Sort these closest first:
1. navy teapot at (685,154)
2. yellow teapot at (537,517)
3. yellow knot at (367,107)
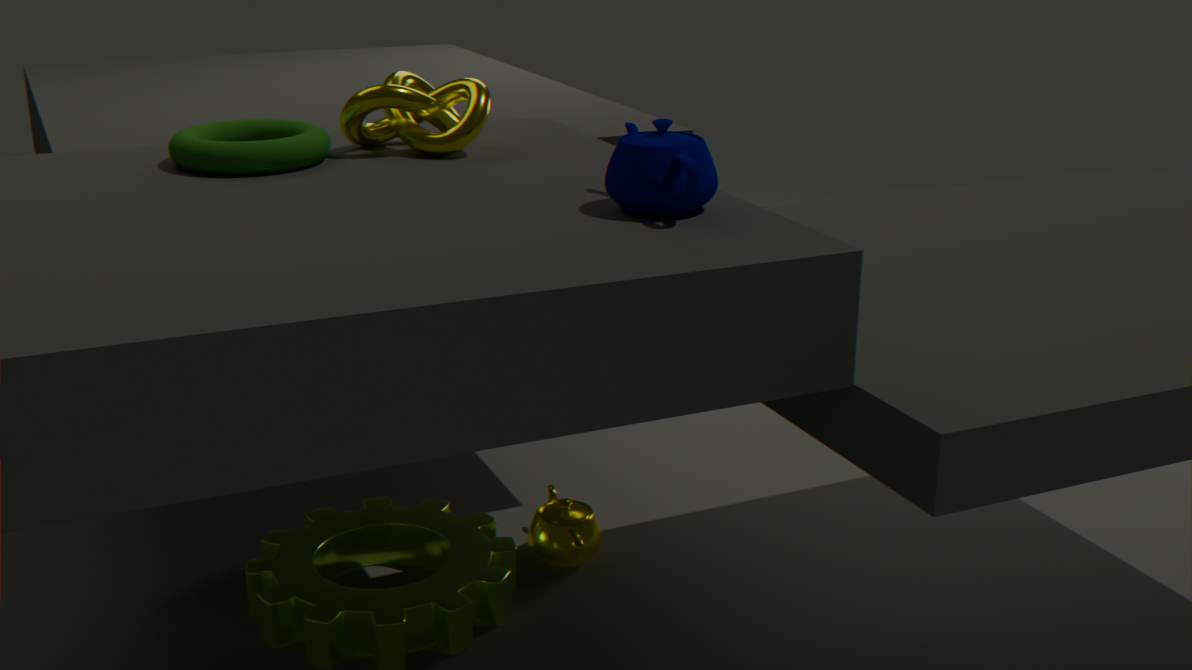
1. navy teapot at (685,154)
2. yellow knot at (367,107)
3. yellow teapot at (537,517)
